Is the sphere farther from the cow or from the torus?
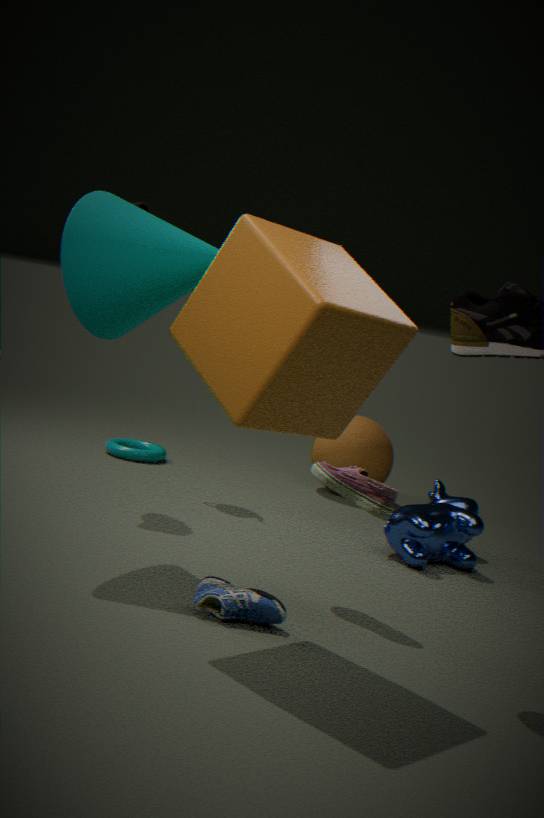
the torus
